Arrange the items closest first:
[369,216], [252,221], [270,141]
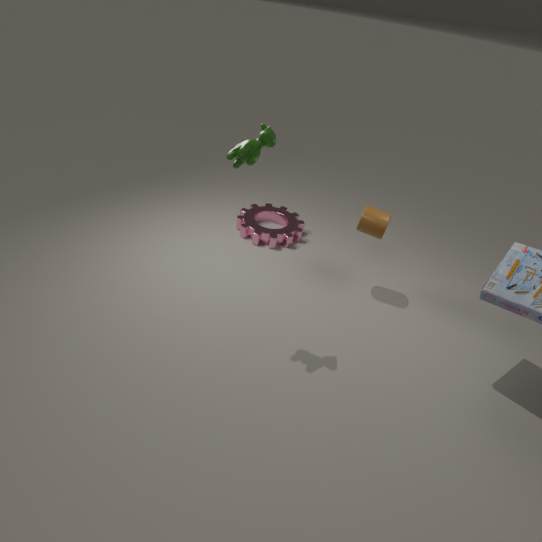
[270,141]
[369,216]
[252,221]
